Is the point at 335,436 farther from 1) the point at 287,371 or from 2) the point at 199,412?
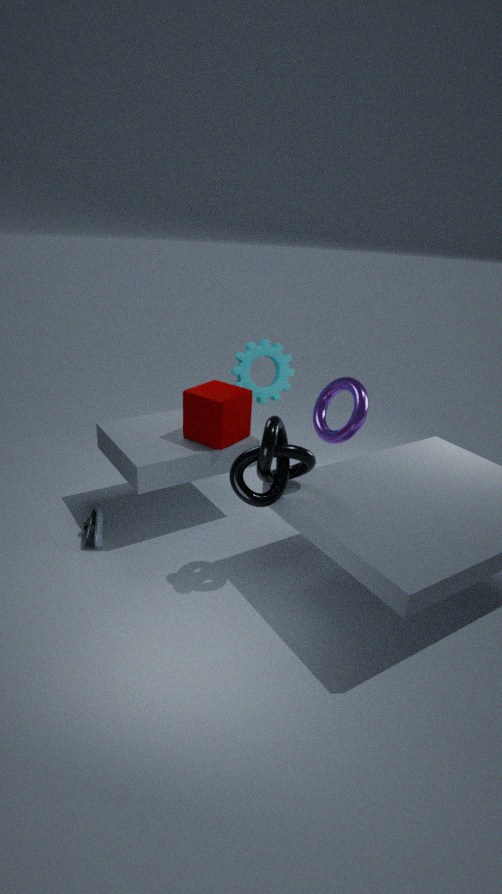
2) the point at 199,412
